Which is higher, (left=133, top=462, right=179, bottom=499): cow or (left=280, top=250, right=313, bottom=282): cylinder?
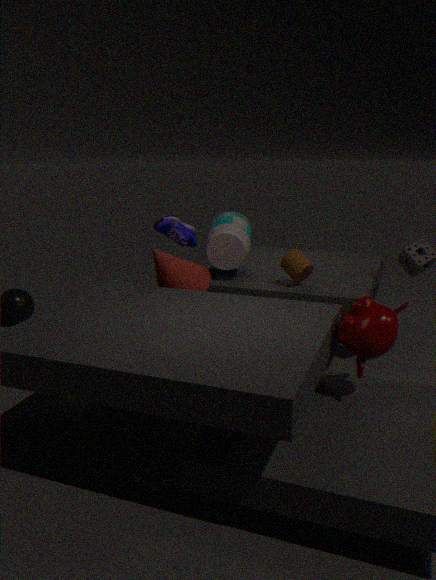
(left=280, top=250, right=313, bottom=282): cylinder
